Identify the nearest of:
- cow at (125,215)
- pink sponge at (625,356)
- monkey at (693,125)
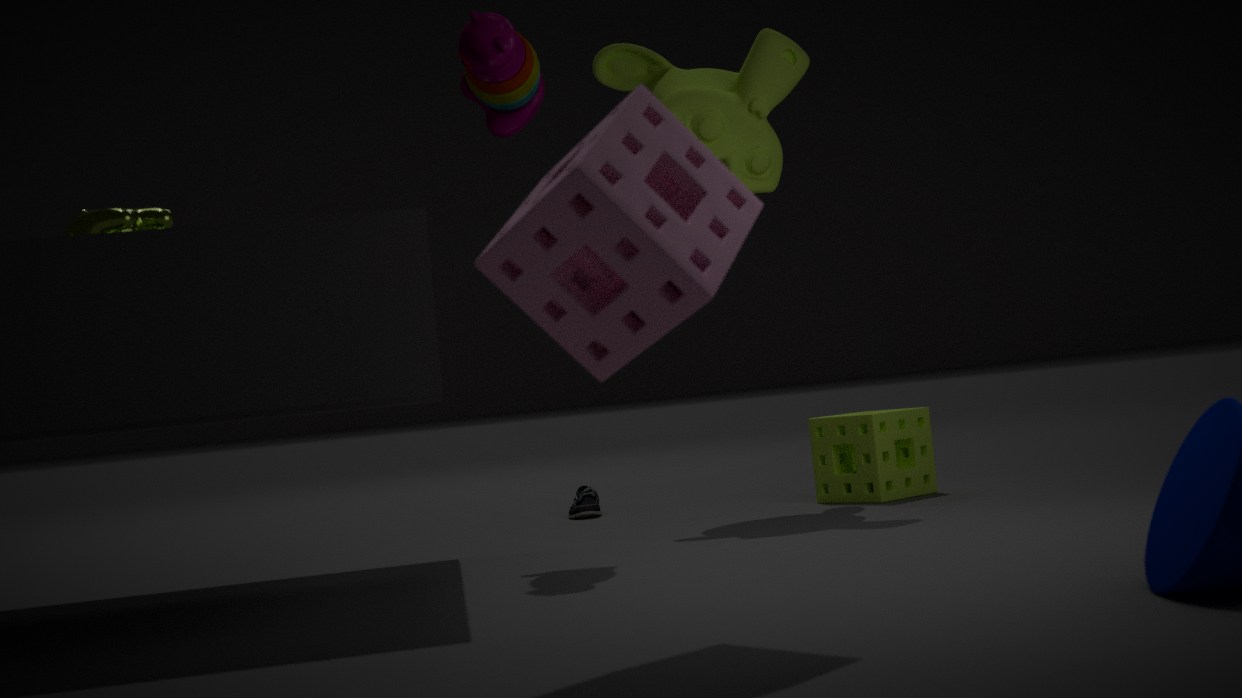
pink sponge at (625,356)
